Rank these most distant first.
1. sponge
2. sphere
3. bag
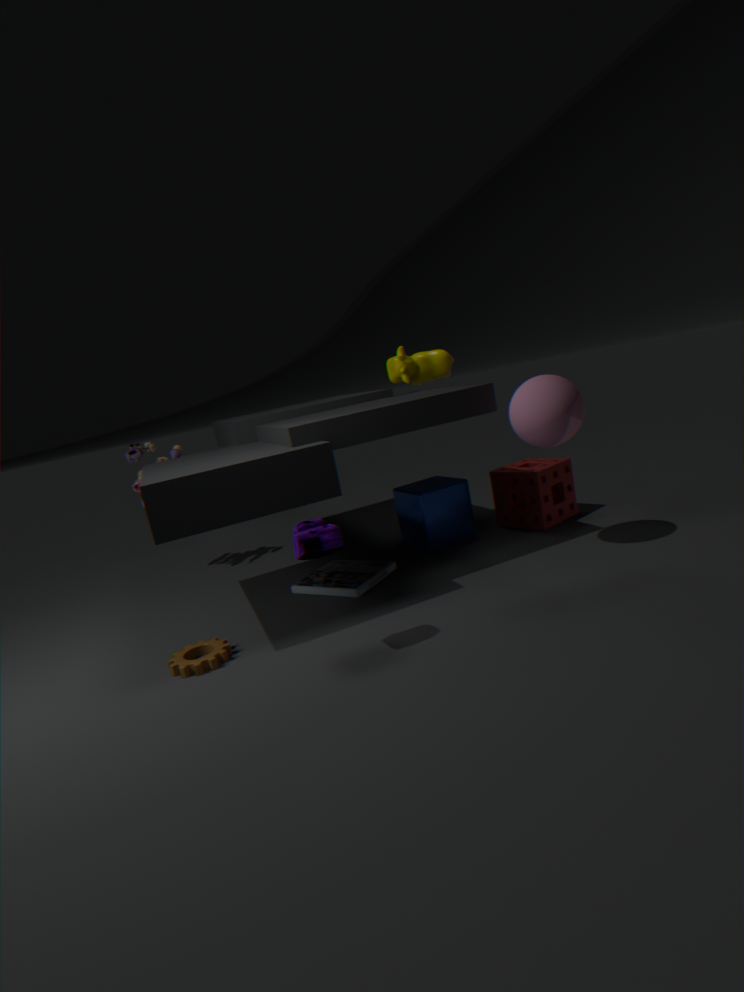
sponge → sphere → bag
